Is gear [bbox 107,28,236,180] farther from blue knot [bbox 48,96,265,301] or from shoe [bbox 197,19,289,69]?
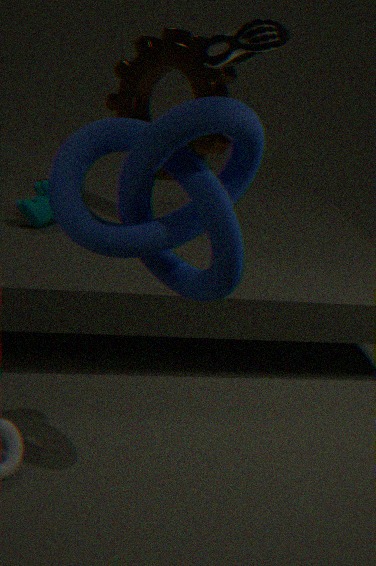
blue knot [bbox 48,96,265,301]
